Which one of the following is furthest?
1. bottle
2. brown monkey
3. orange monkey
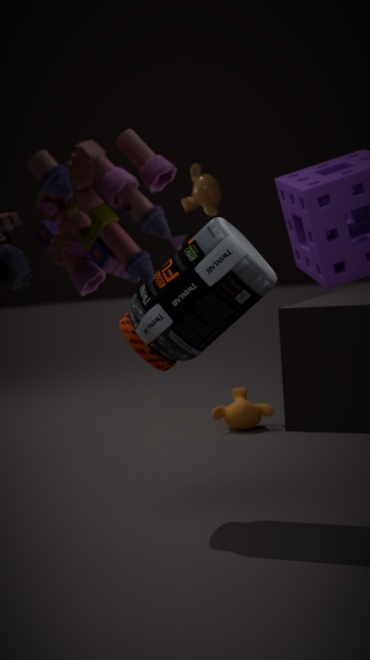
brown monkey
